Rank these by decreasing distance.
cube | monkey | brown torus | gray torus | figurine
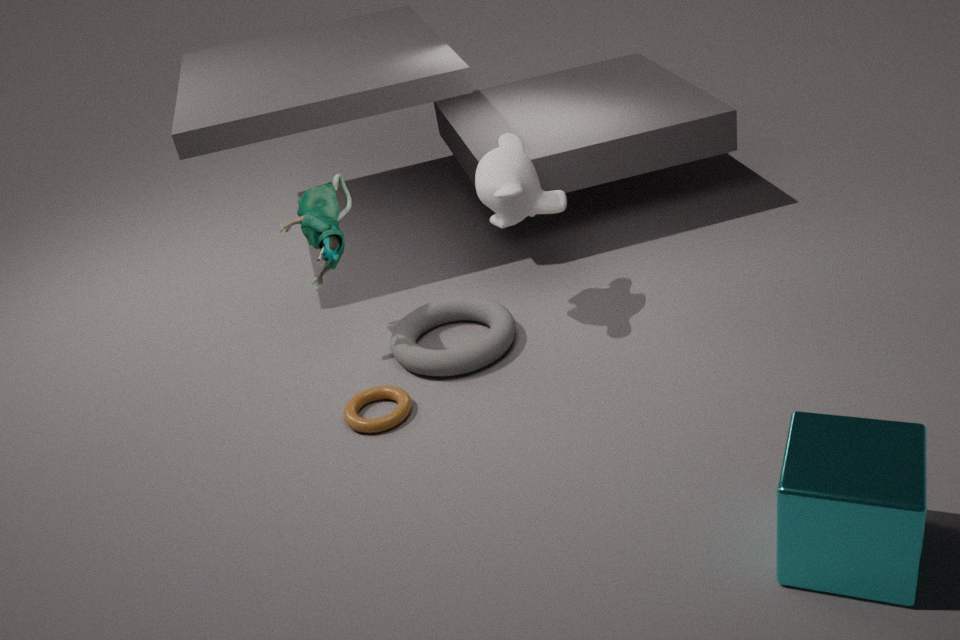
1. gray torus
2. figurine
3. monkey
4. brown torus
5. cube
